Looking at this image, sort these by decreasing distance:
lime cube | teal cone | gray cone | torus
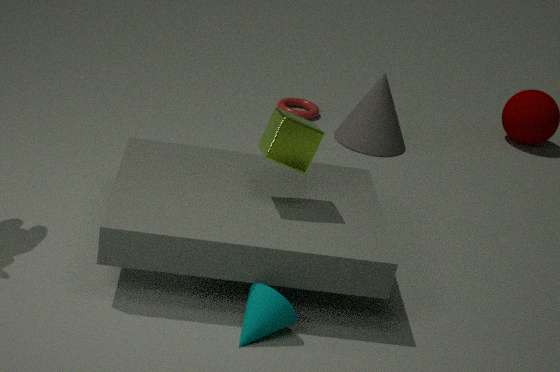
torus
gray cone
lime cube
teal cone
